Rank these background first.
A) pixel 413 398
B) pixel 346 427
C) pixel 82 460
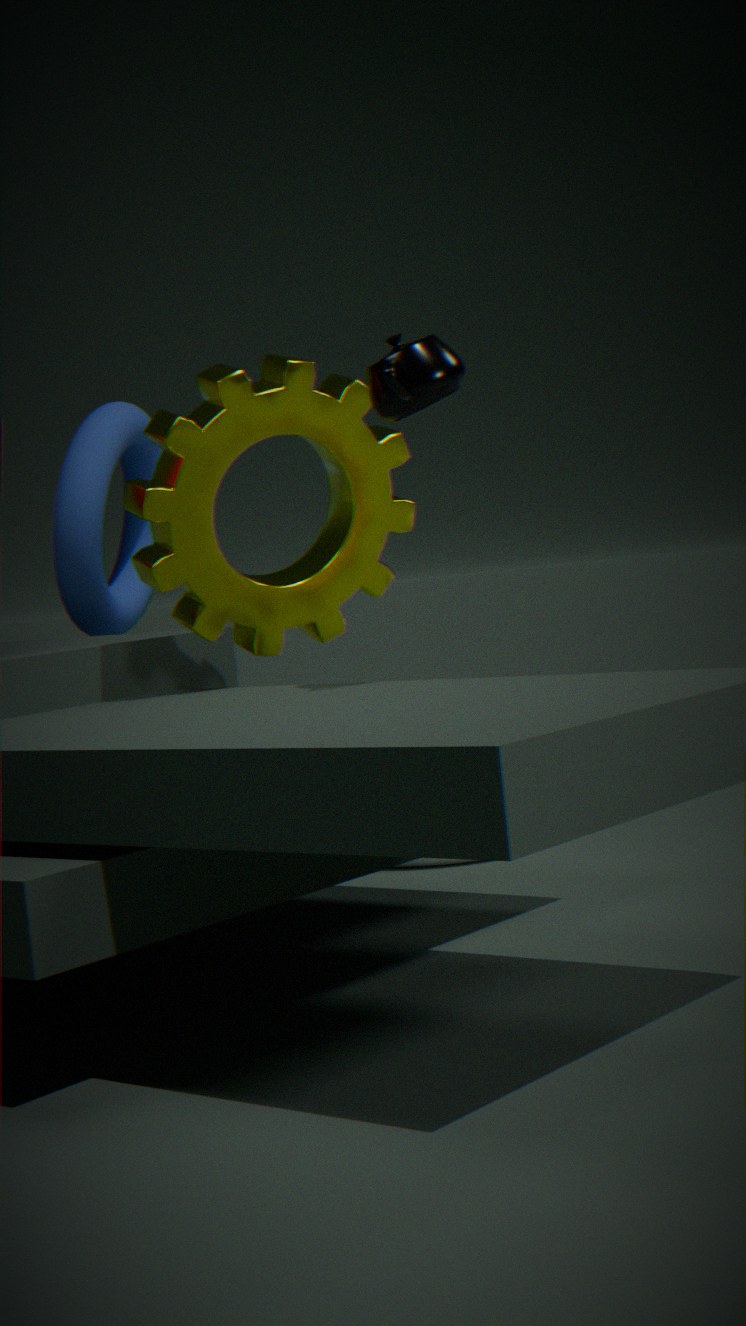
C. pixel 82 460, B. pixel 346 427, A. pixel 413 398
